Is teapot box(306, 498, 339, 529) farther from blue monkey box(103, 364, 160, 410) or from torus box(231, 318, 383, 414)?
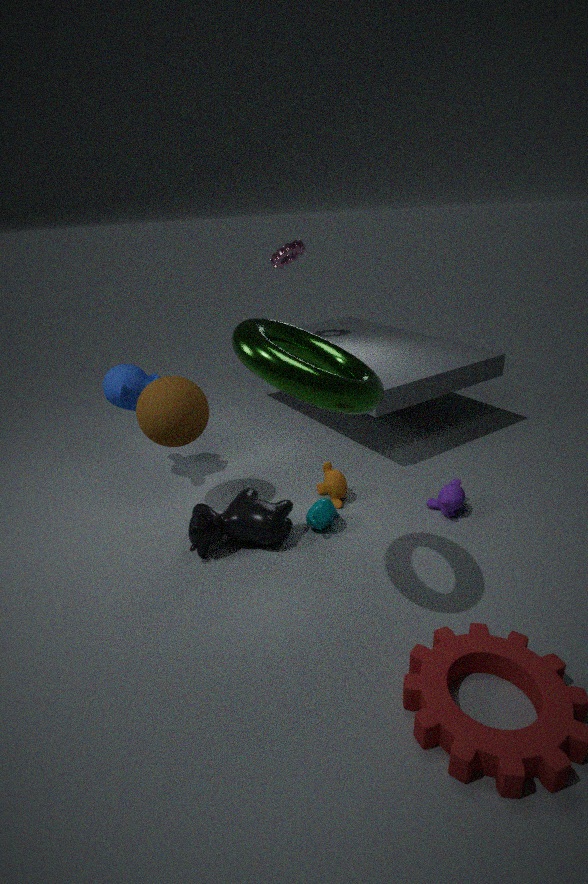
blue monkey box(103, 364, 160, 410)
